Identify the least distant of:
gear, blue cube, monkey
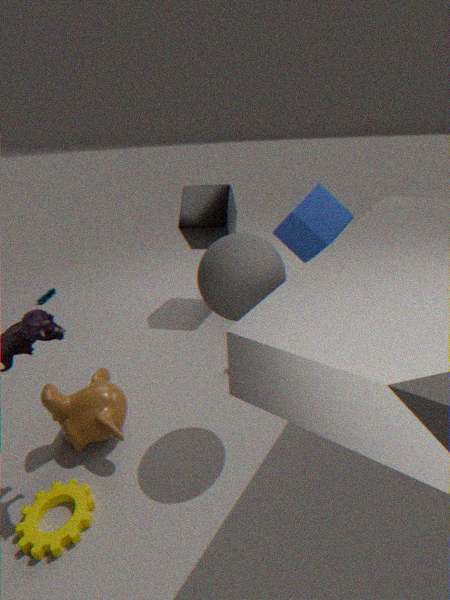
gear
